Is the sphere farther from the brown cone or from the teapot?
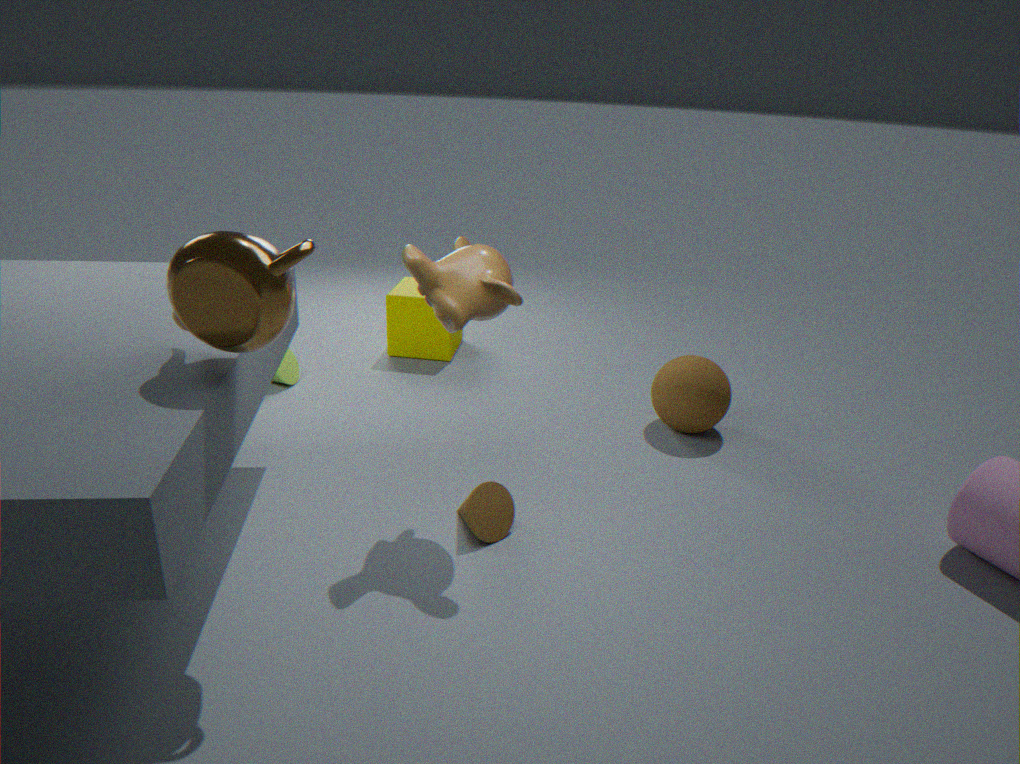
the teapot
